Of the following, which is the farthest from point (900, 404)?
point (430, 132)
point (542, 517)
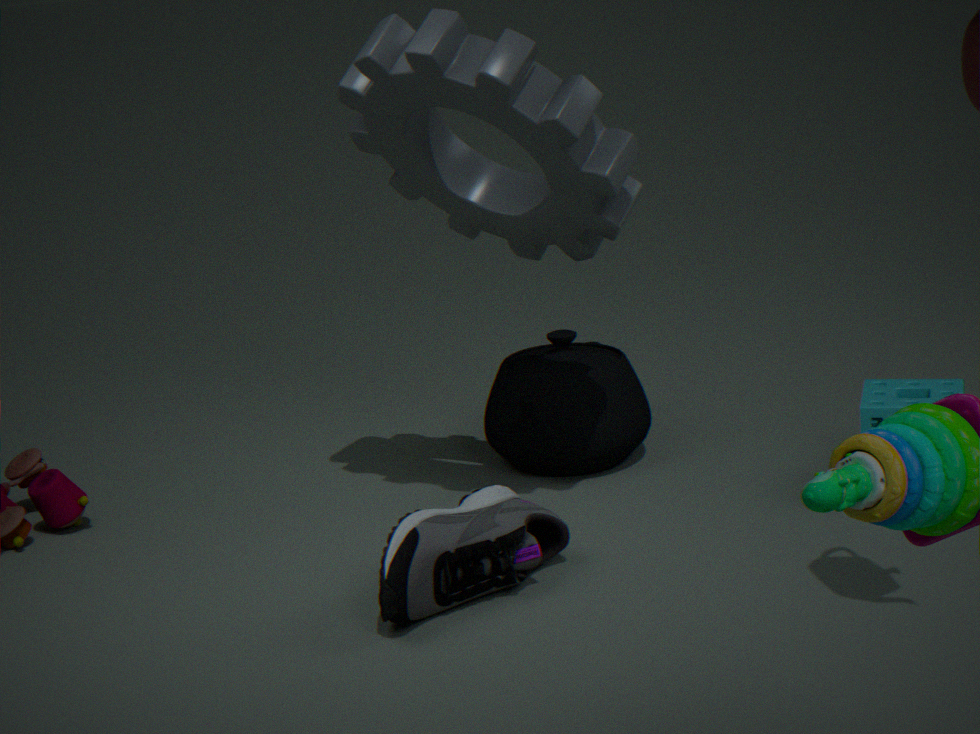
point (430, 132)
